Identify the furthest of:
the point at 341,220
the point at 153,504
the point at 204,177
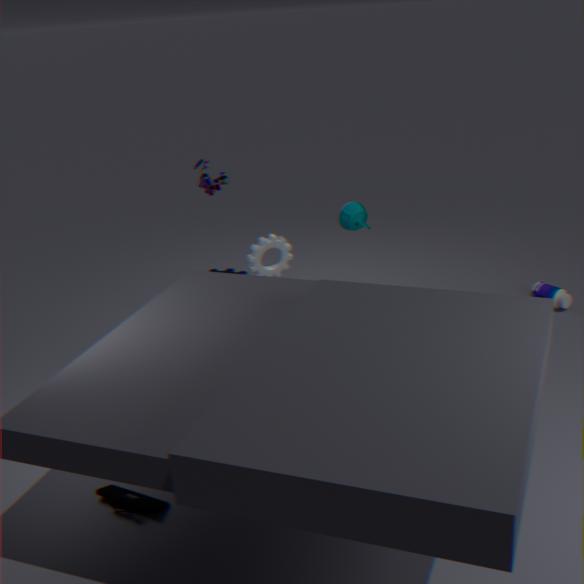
the point at 204,177
